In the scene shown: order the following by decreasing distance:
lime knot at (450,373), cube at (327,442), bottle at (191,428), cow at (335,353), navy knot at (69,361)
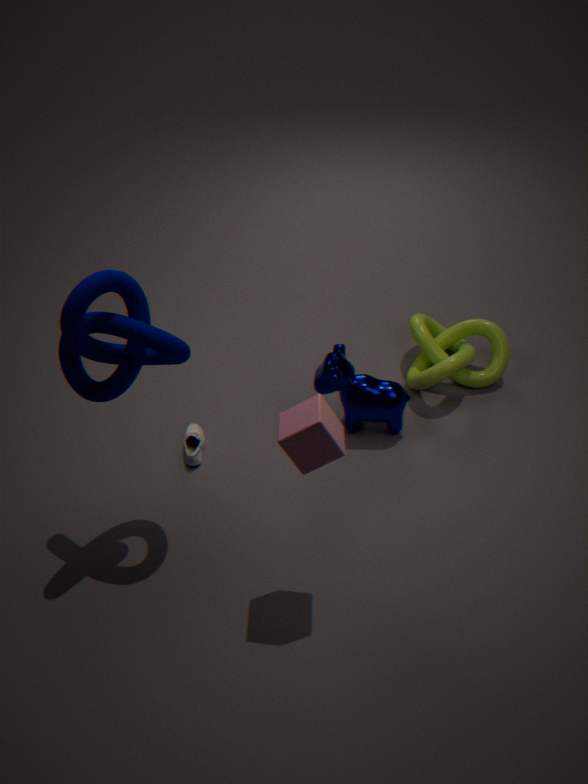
1. lime knot at (450,373)
2. bottle at (191,428)
3. cow at (335,353)
4. navy knot at (69,361)
5. cube at (327,442)
